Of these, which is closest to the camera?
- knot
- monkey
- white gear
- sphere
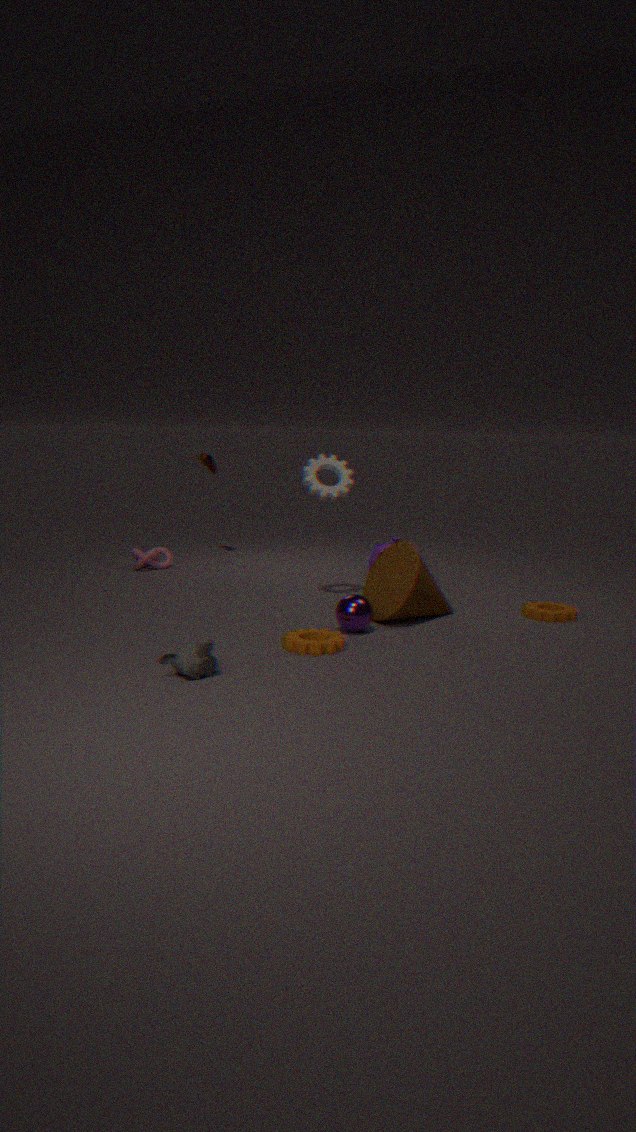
monkey
